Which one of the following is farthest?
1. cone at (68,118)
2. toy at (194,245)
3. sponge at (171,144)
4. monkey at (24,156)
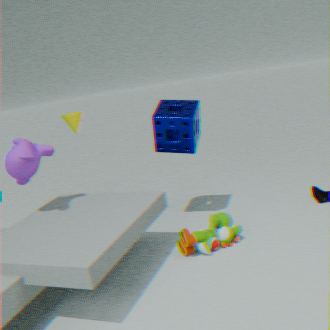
cone at (68,118)
